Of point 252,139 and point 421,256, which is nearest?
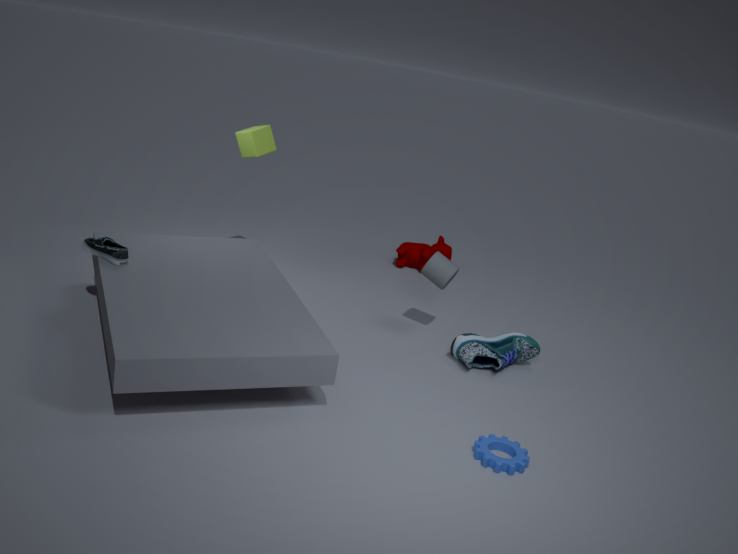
point 252,139
